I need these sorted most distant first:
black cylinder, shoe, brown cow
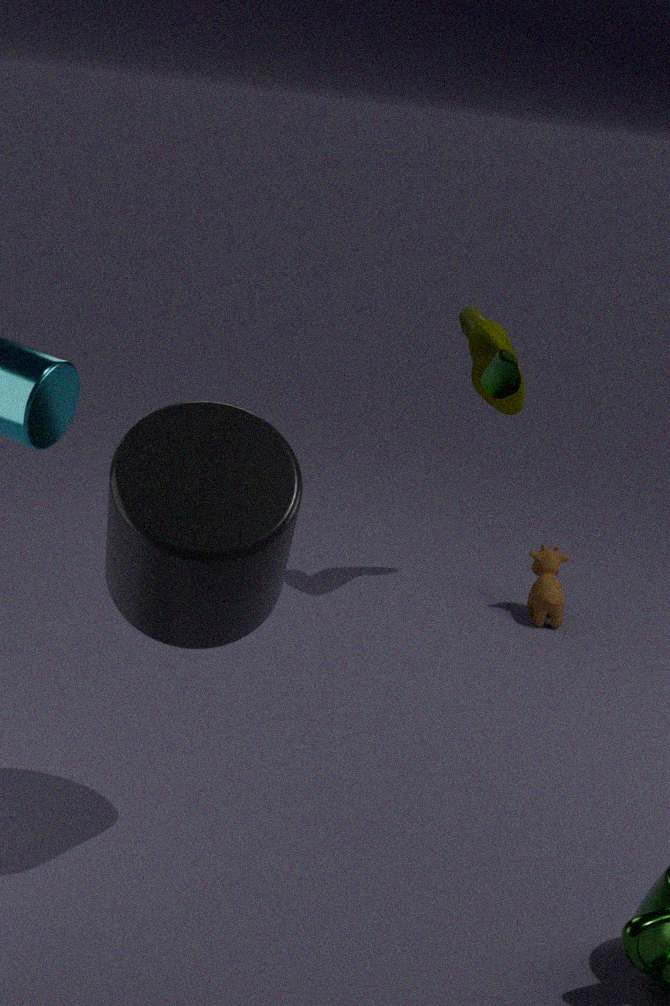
brown cow → shoe → black cylinder
